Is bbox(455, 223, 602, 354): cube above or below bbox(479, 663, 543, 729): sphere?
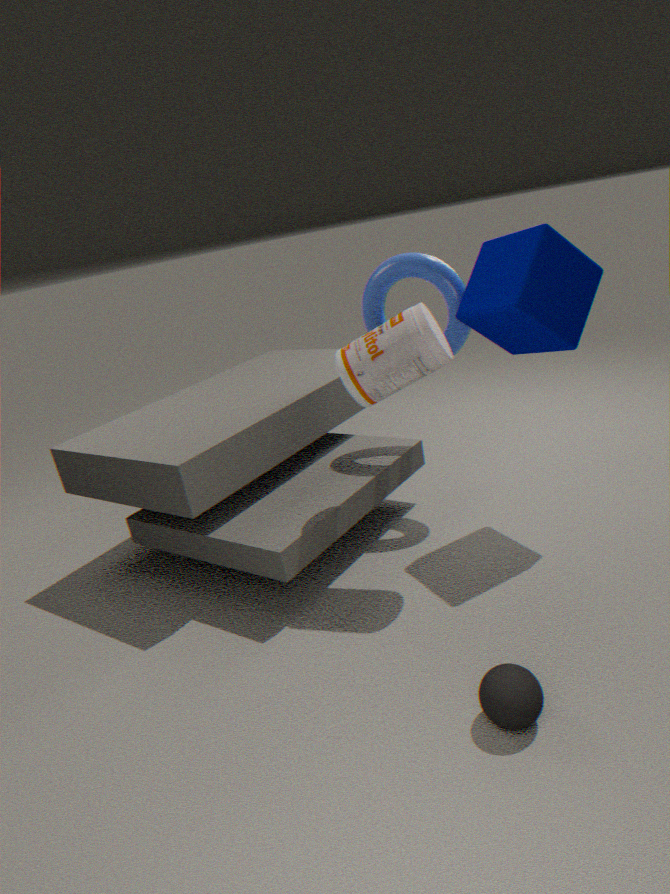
above
